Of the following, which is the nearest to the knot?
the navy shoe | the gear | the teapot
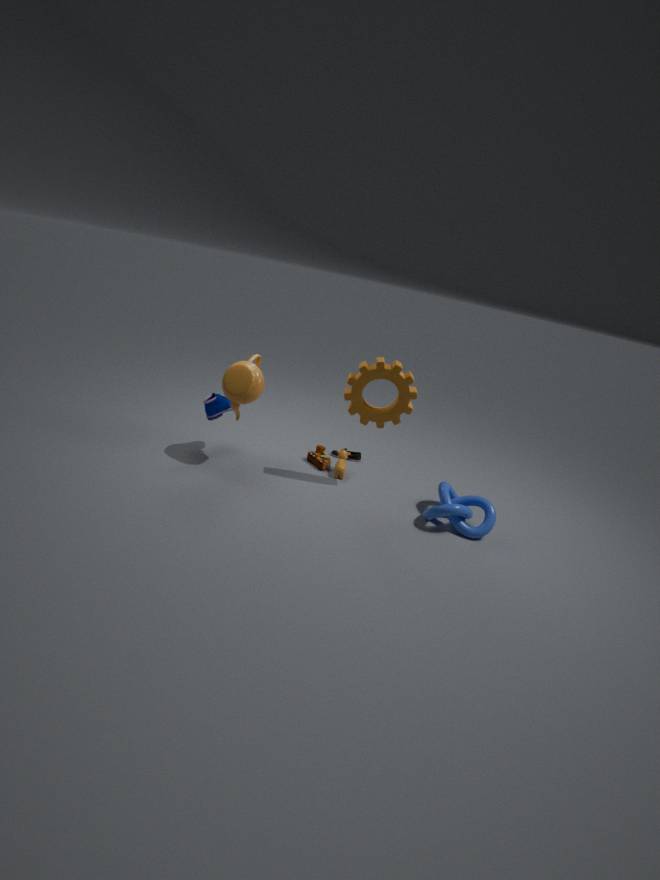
the gear
